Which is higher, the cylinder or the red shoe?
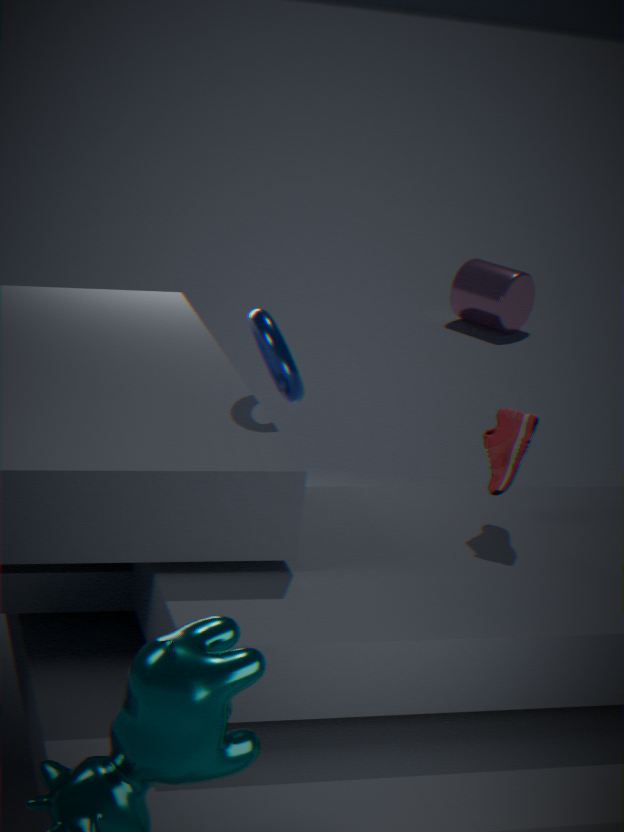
the red shoe
